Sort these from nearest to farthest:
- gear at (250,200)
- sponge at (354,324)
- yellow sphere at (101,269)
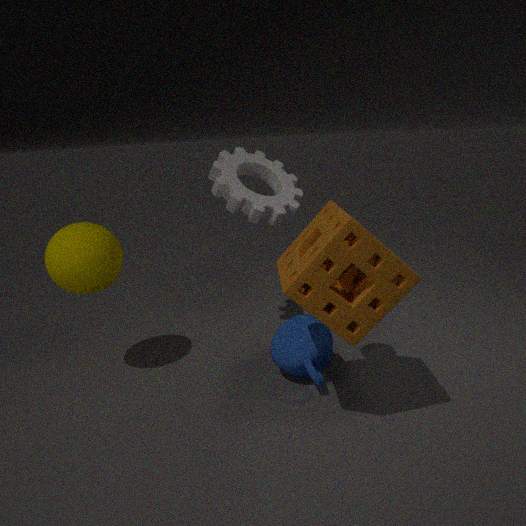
sponge at (354,324) → yellow sphere at (101,269) → gear at (250,200)
